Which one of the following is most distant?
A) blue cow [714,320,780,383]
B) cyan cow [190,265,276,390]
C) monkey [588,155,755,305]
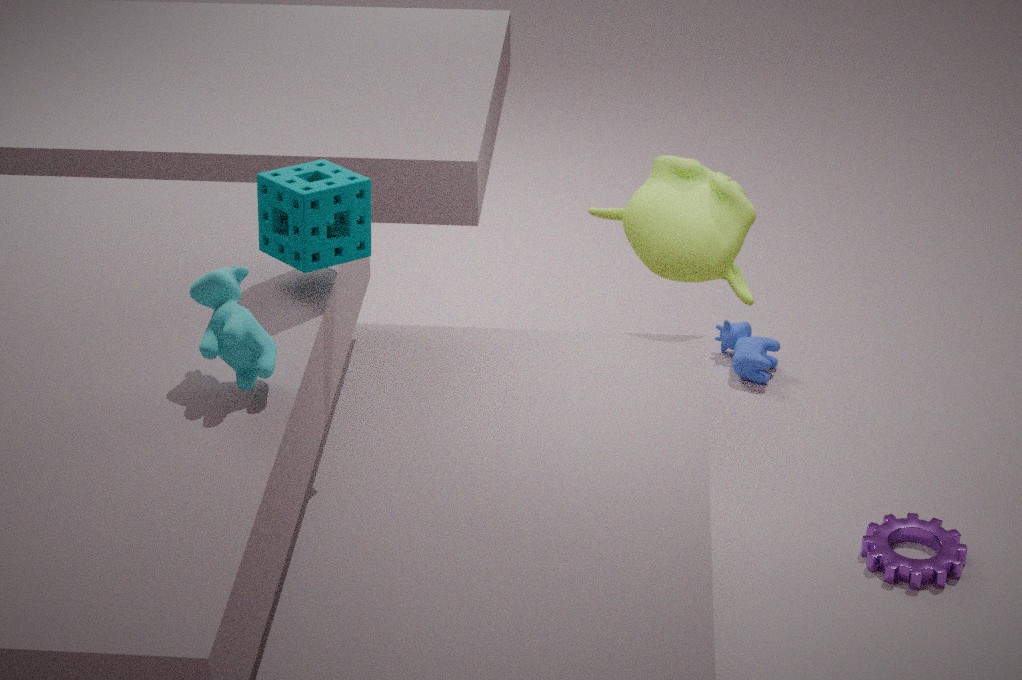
blue cow [714,320,780,383]
